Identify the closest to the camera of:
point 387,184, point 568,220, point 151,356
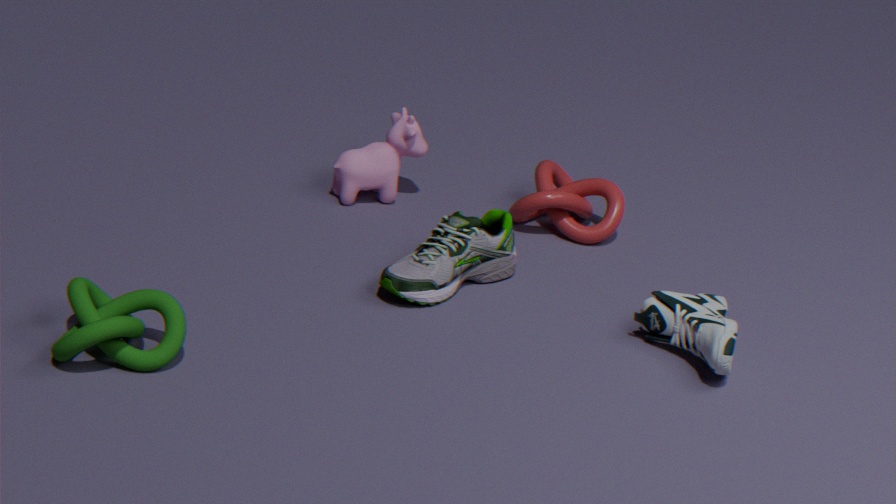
point 151,356
